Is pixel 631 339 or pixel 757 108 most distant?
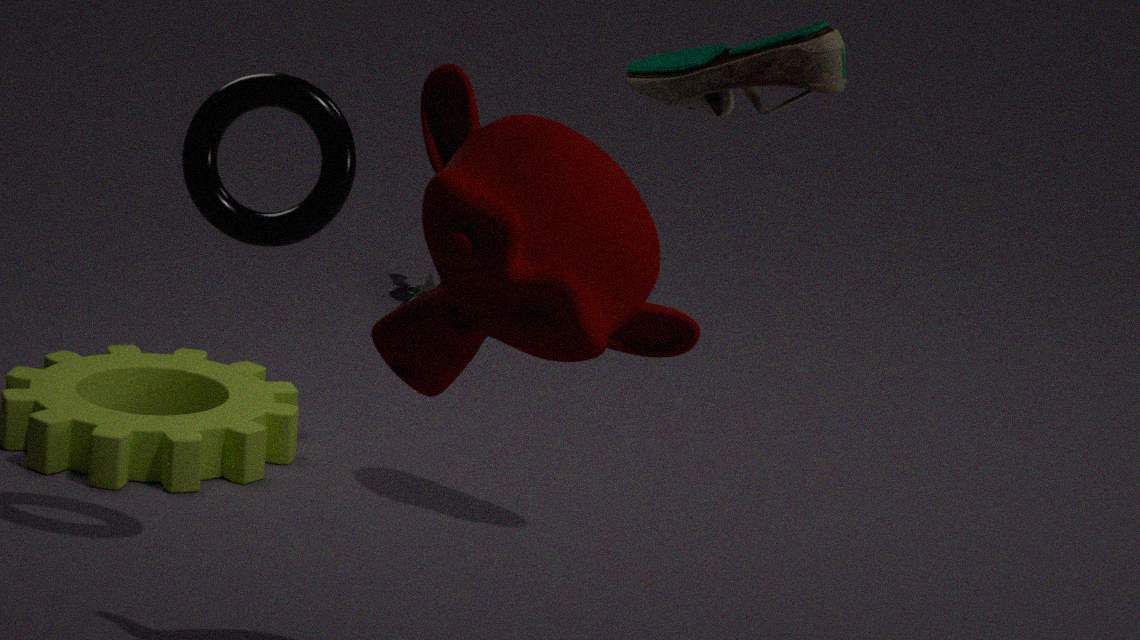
pixel 757 108
